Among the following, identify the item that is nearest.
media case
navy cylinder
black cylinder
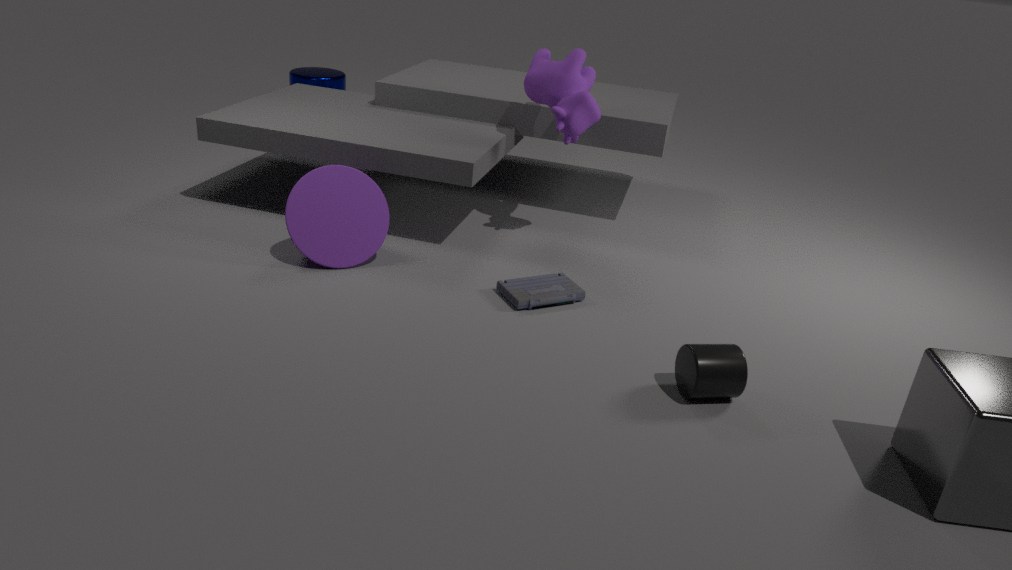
black cylinder
